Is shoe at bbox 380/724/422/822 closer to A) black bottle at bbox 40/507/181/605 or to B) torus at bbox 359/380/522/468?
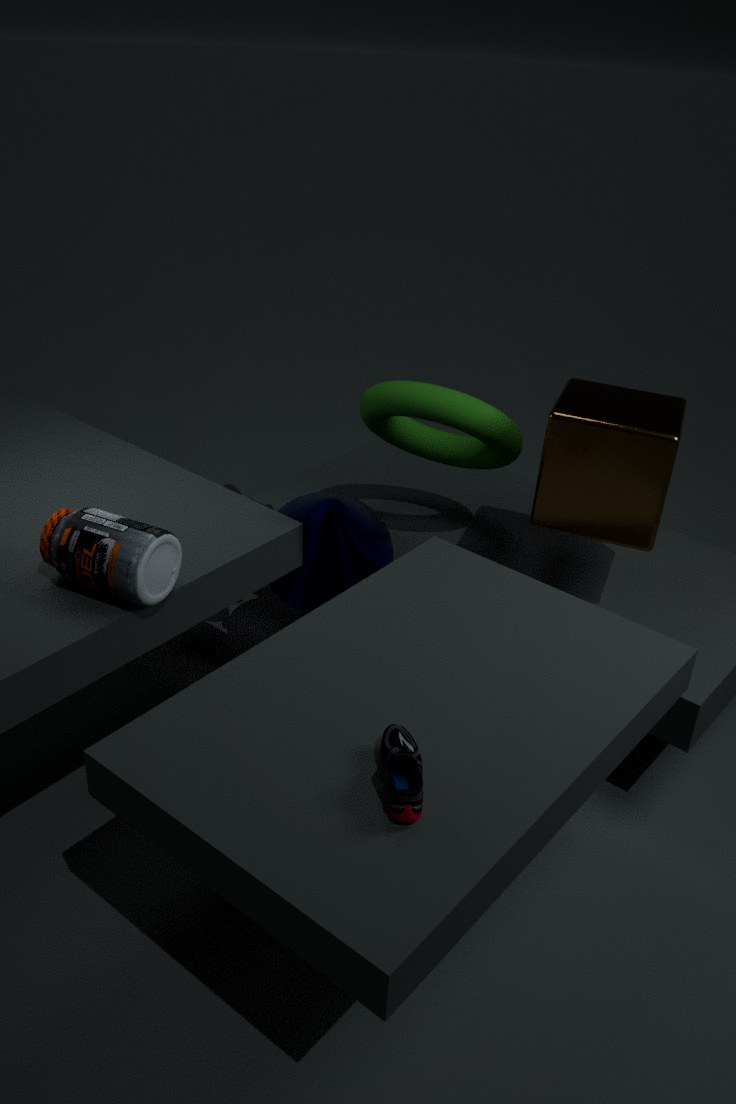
A) black bottle at bbox 40/507/181/605
